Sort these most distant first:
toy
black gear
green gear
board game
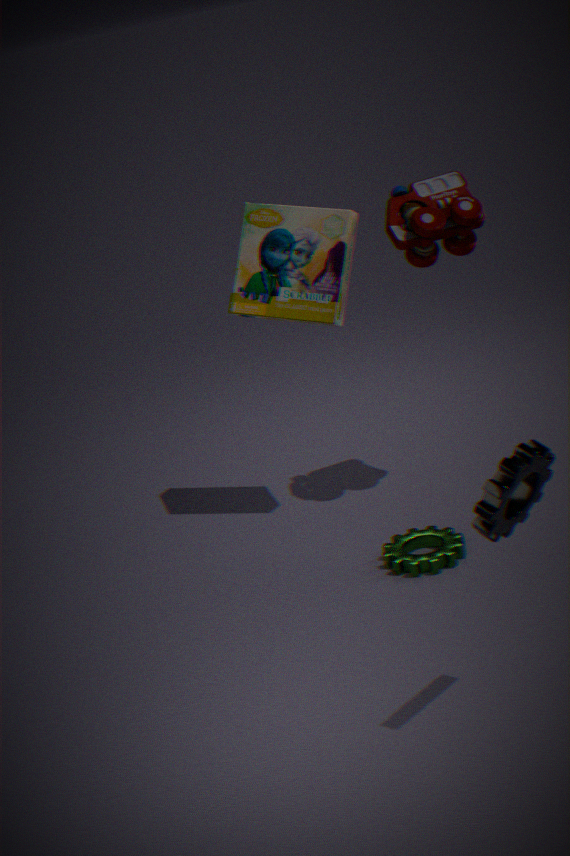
board game
toy
green gear
black gear
